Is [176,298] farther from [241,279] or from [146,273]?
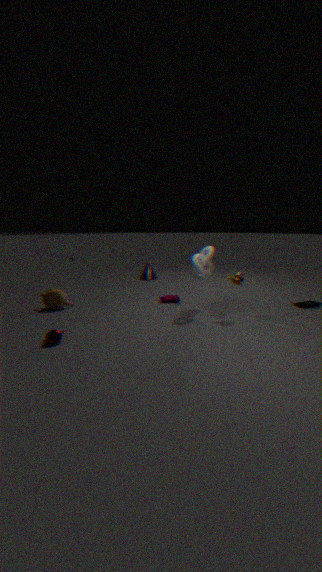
[146,273]
